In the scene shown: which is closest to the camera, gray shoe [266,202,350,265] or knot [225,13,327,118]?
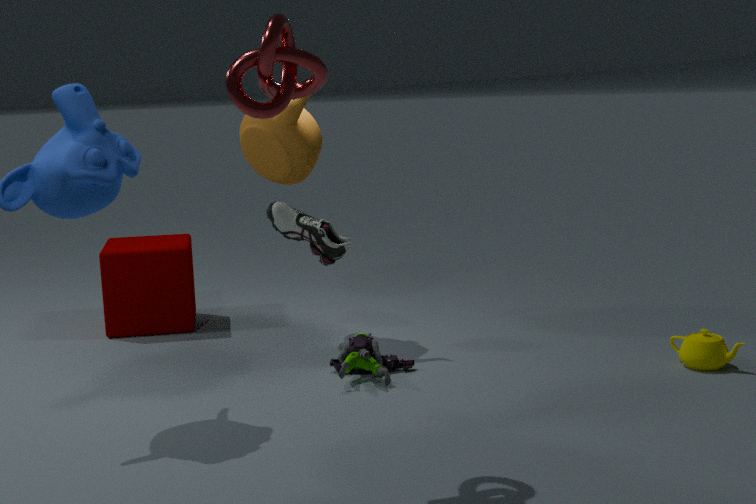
knot [225,13,327,118]
